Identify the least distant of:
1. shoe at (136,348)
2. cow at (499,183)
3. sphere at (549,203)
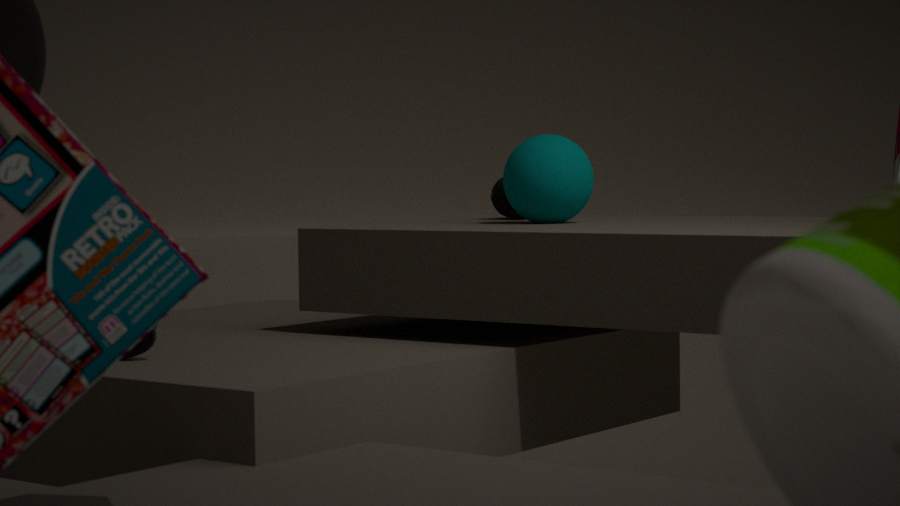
shoe at (136,348)
